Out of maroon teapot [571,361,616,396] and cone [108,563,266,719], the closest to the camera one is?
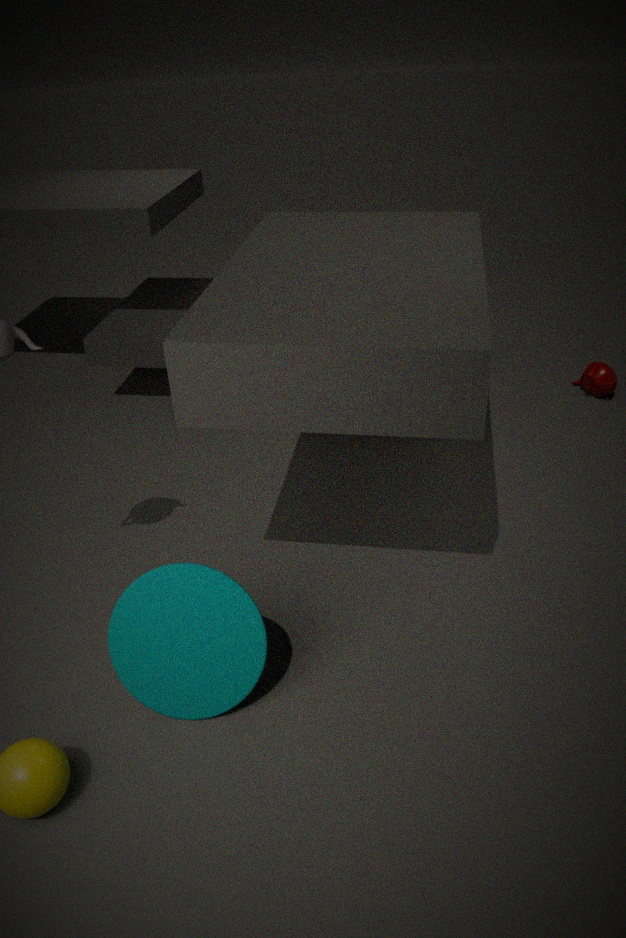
cone [108,563,266,719]
